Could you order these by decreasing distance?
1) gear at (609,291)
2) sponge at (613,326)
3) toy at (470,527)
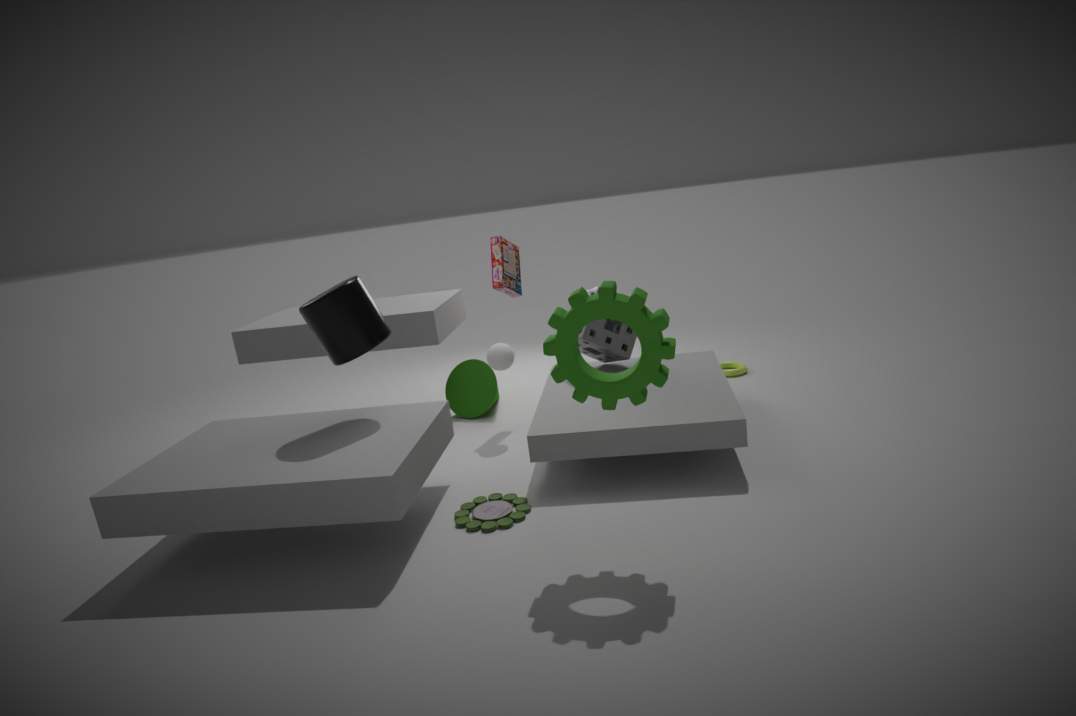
2. sponge at (613,326) < 3. toy at (470,527) < 1. gear at (609,291)
